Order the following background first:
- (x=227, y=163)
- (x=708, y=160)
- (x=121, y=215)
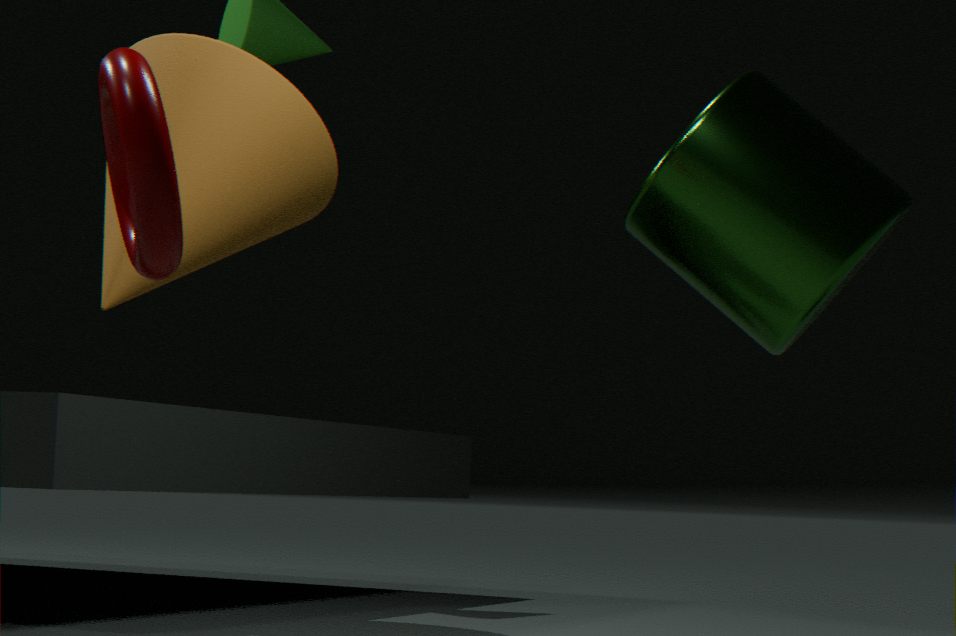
(x=708, y=160), (x=227, y=163), (x=121, y=215)
